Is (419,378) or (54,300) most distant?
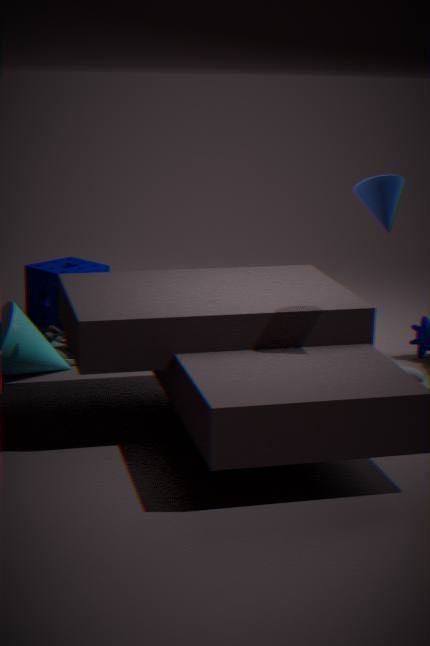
(54,300)
